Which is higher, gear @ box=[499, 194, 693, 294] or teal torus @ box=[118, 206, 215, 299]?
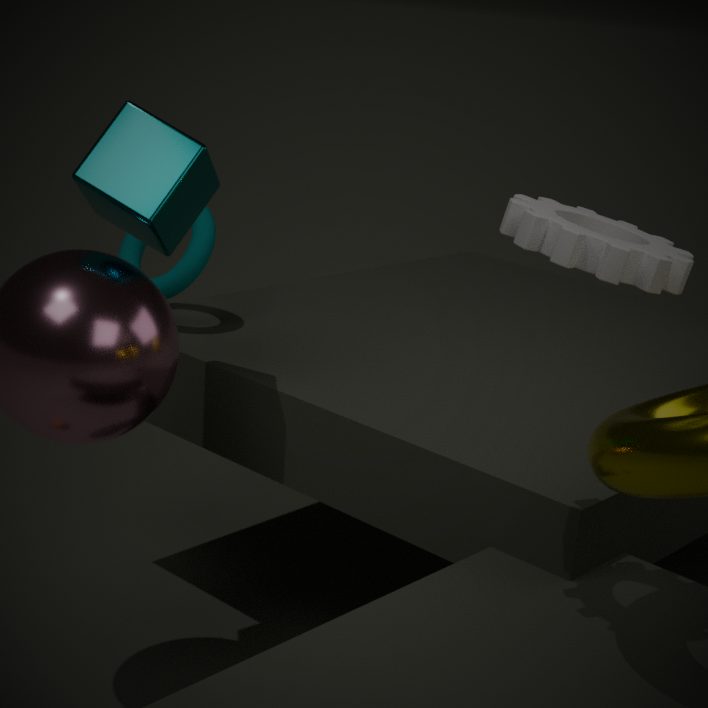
gear @ box=[499, 194, 693, 294]
